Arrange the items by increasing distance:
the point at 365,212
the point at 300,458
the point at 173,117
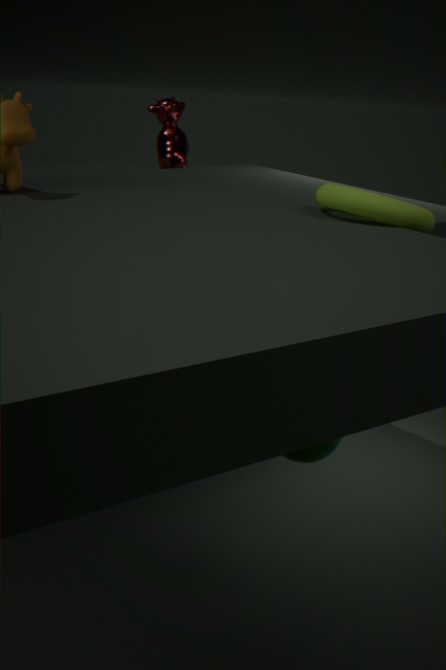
the point at 365,212 < the point at 300,458 < the point at 173,117
